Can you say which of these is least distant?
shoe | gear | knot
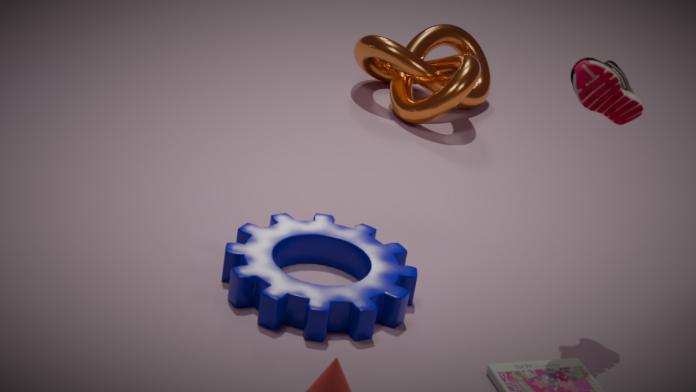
shoe
